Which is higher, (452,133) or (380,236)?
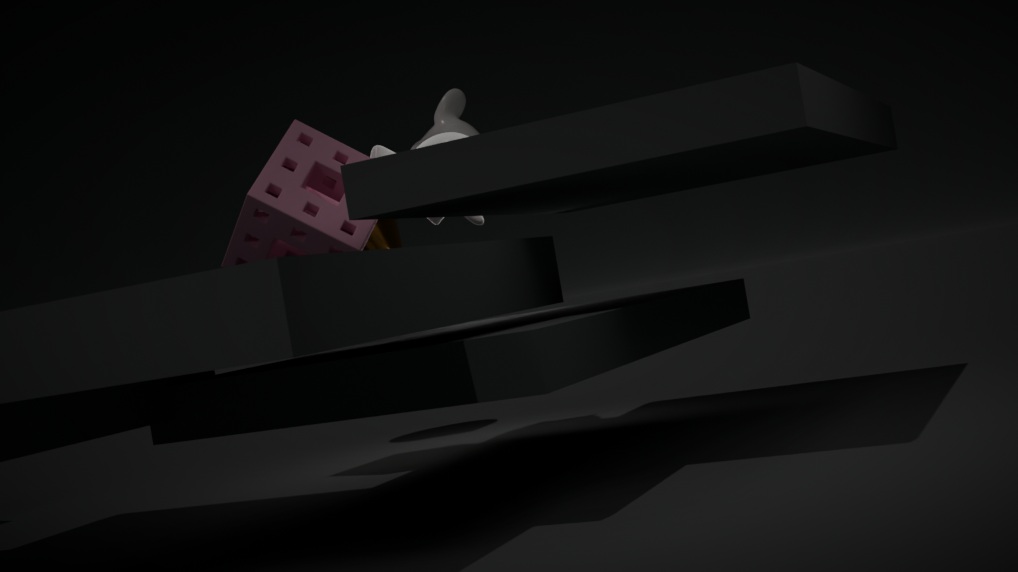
(452,133)
